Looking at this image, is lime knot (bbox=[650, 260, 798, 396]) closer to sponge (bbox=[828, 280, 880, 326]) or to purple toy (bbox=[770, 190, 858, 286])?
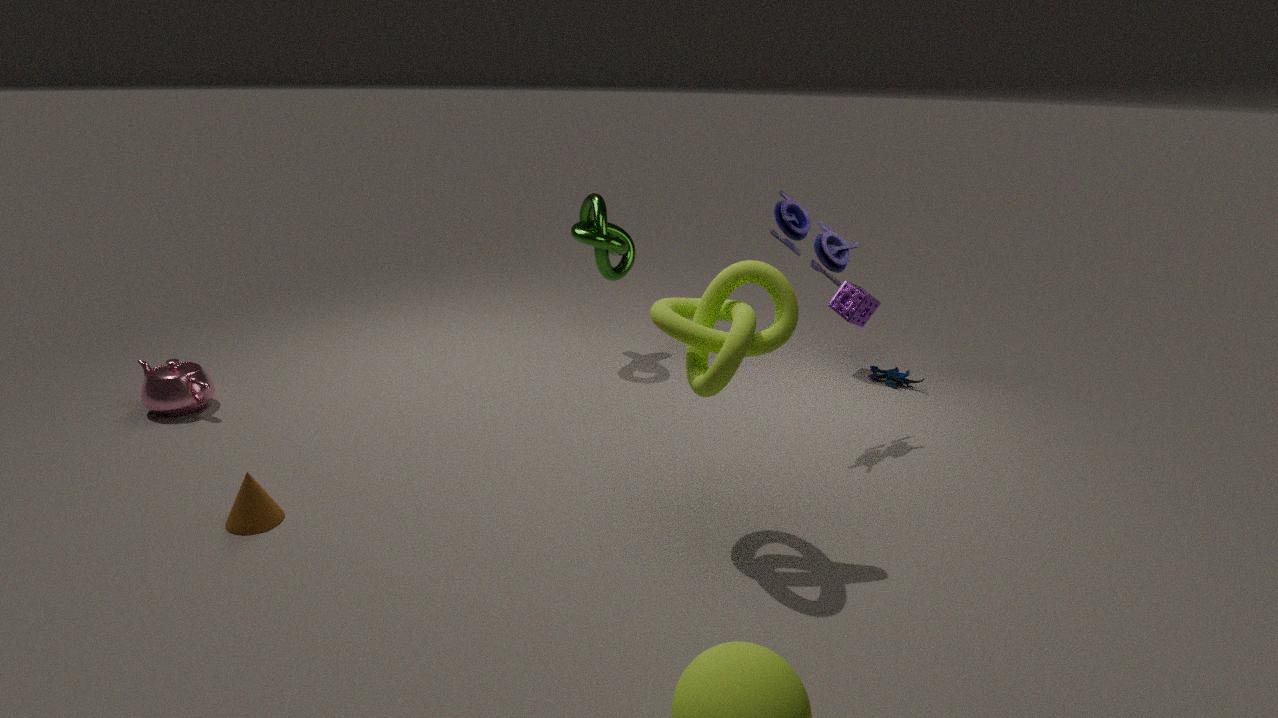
purple toy (bbox=[770, 190, 858, 286])
